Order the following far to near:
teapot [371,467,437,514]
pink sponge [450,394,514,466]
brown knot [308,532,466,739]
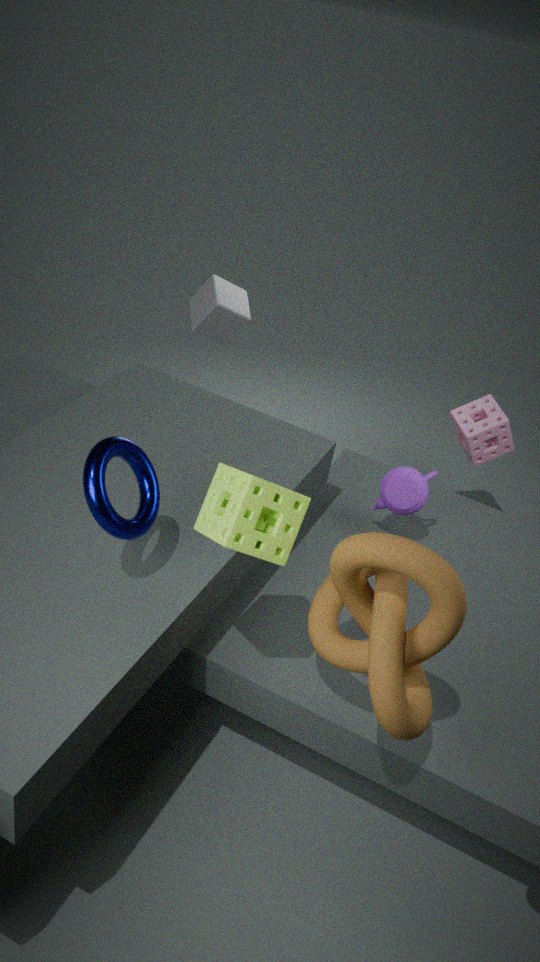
pink sponge [450,394,514,466] → teapot [371,467,437,514] → brown knot [308,532,466,739]
